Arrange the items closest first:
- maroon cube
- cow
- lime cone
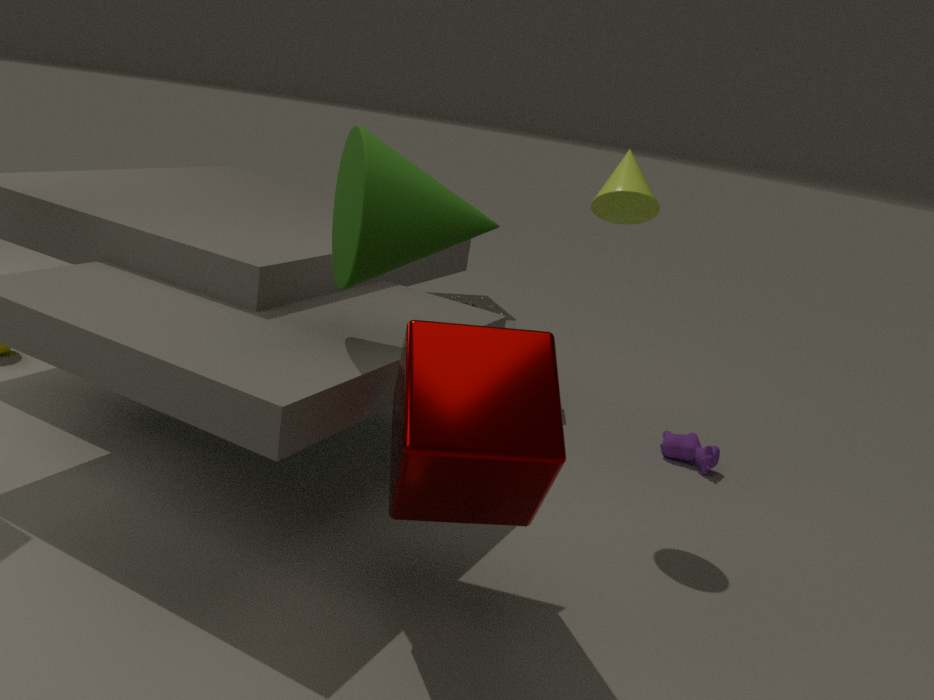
maroon cube, lime cone, cow
